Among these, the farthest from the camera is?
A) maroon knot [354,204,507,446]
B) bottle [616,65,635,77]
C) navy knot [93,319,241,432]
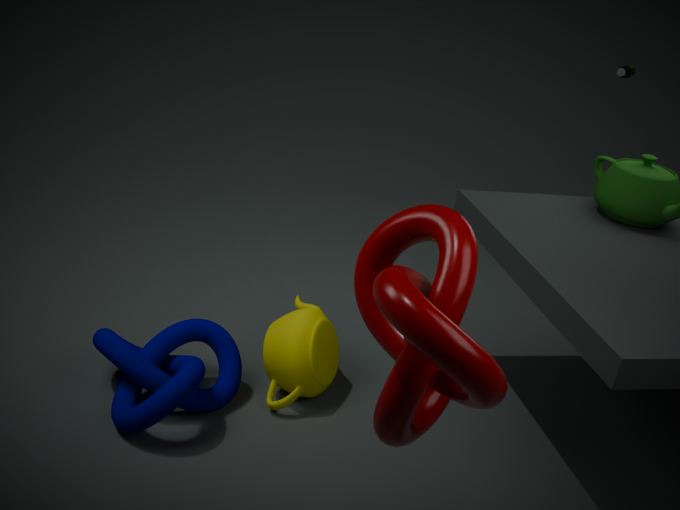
bottle [616,65,635,77]
